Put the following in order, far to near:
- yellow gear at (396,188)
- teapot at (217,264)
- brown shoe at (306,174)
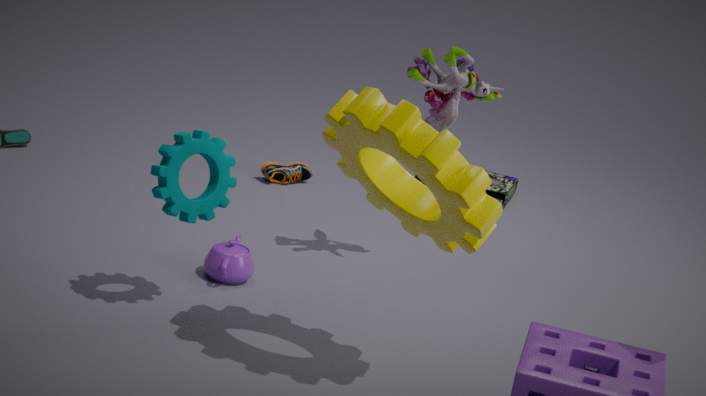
brown shoe at (306,174), teapot at (217,264), yellow gear at (396,188)
